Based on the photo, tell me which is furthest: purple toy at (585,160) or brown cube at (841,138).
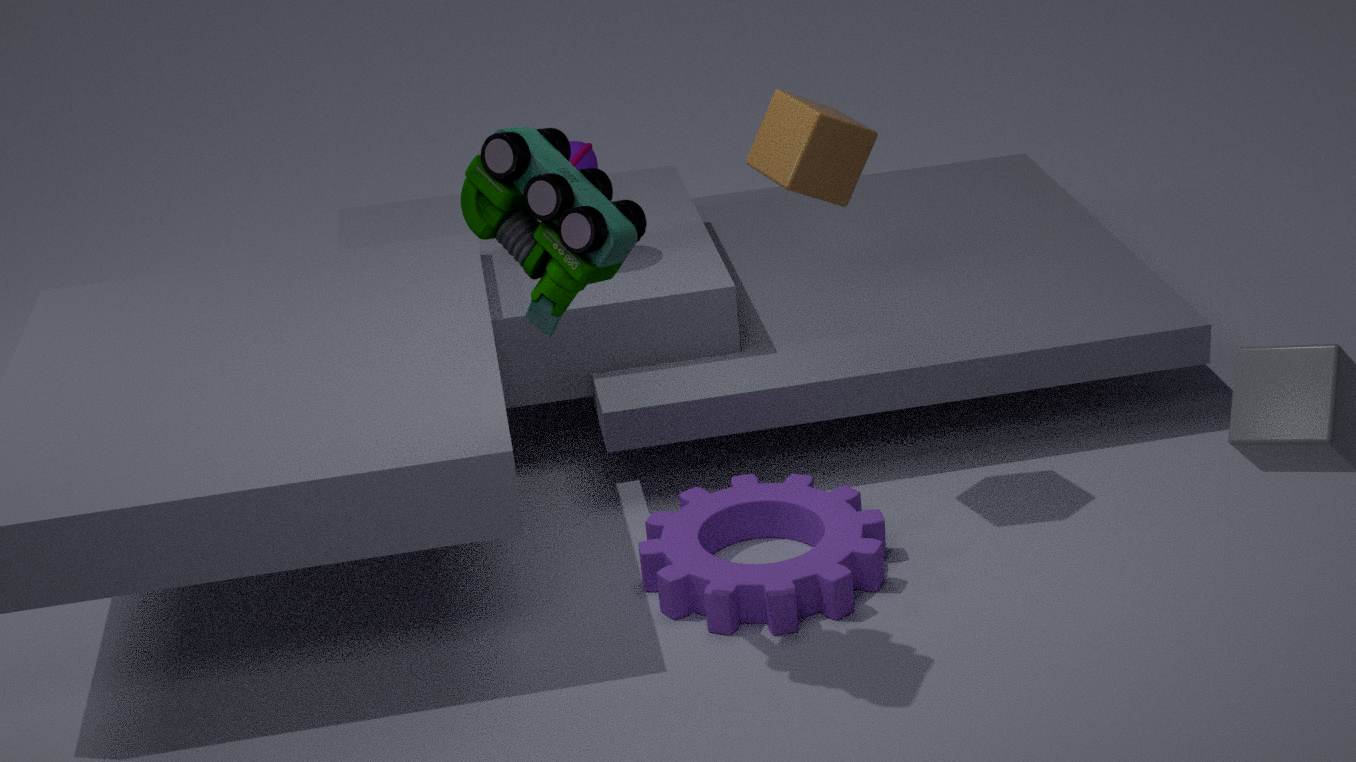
purple toy at (585,160)
